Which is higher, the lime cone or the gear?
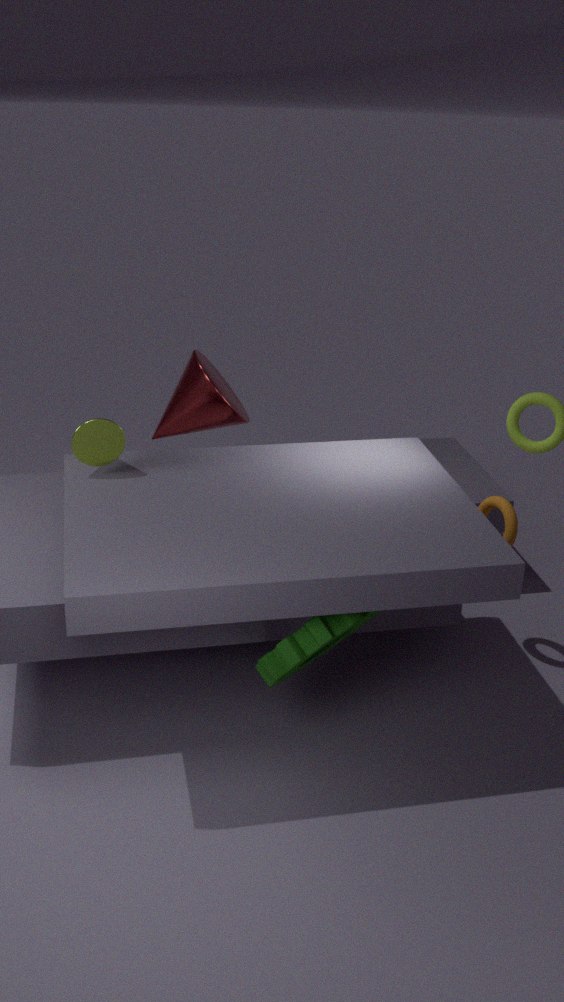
the lime cone
